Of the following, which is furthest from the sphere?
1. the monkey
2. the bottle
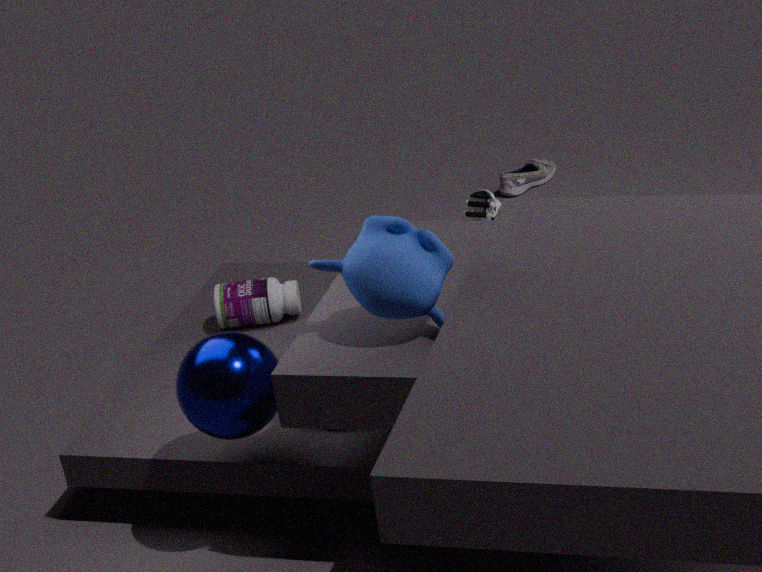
the bottle
